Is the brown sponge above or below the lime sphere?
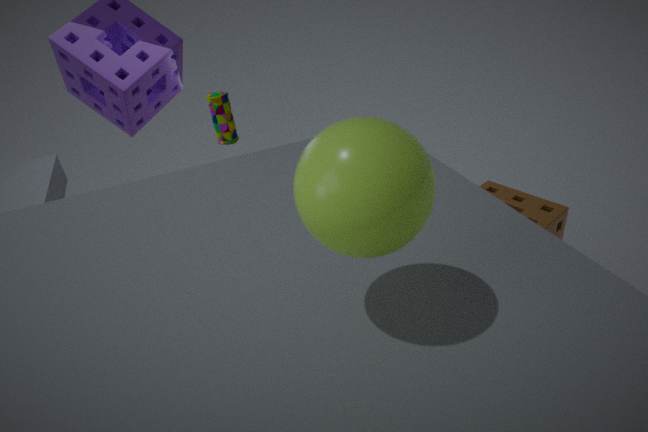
below
